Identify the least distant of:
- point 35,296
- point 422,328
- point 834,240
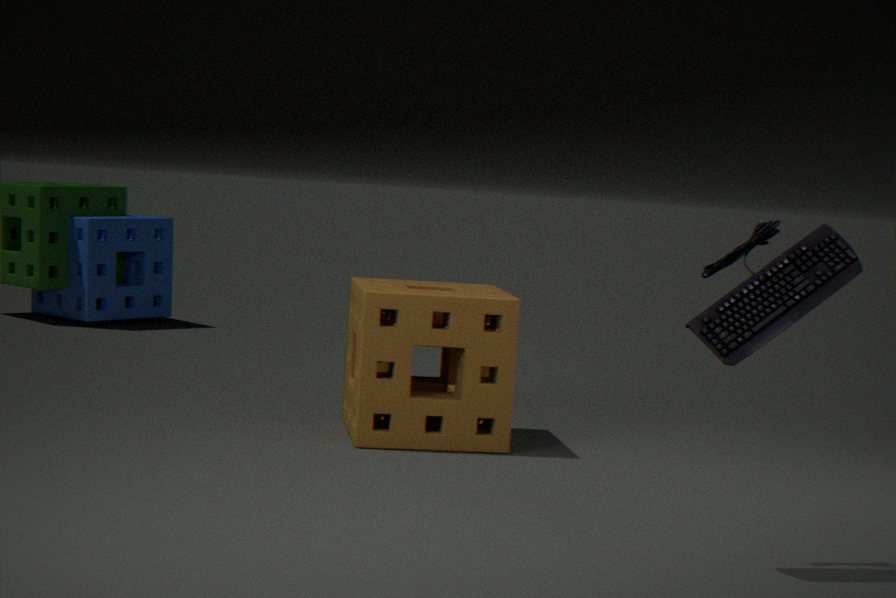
point 834,240
